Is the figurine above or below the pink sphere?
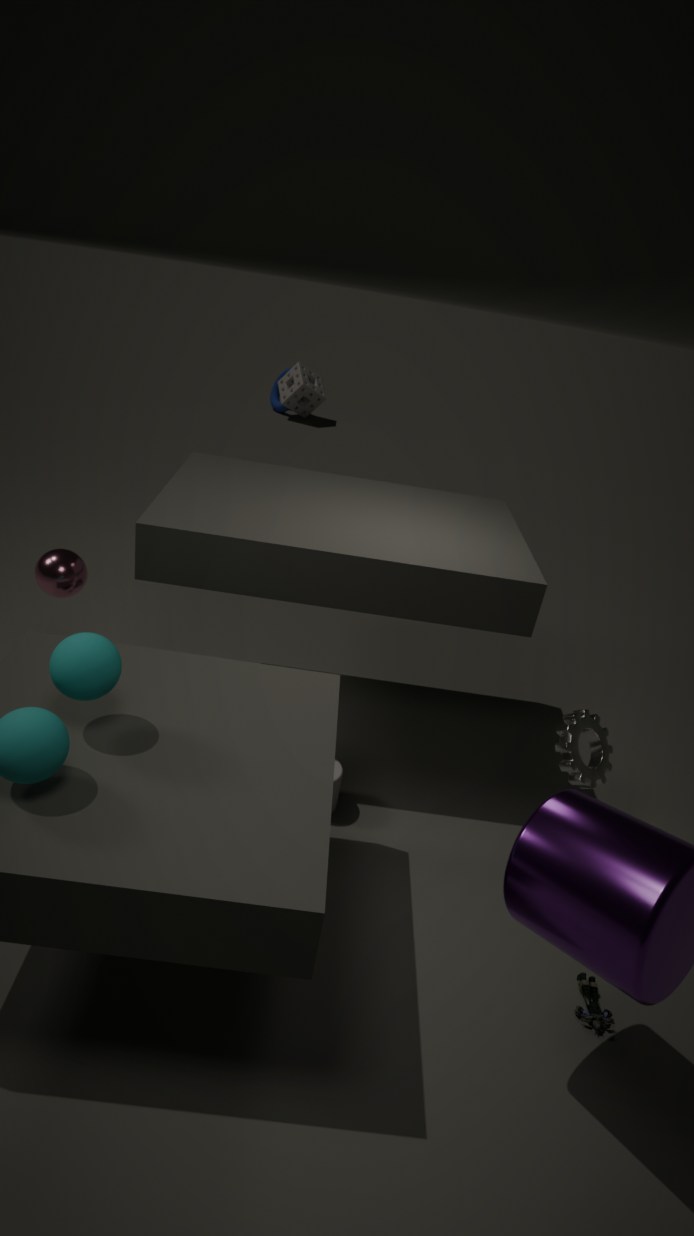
below
